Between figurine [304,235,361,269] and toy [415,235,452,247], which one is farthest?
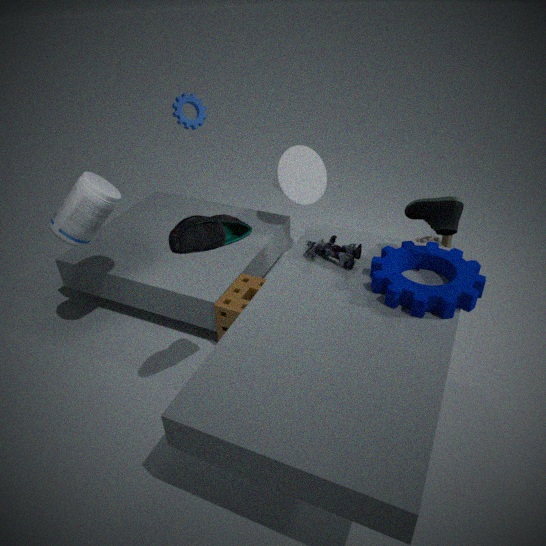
toy [415,235,452,247]
